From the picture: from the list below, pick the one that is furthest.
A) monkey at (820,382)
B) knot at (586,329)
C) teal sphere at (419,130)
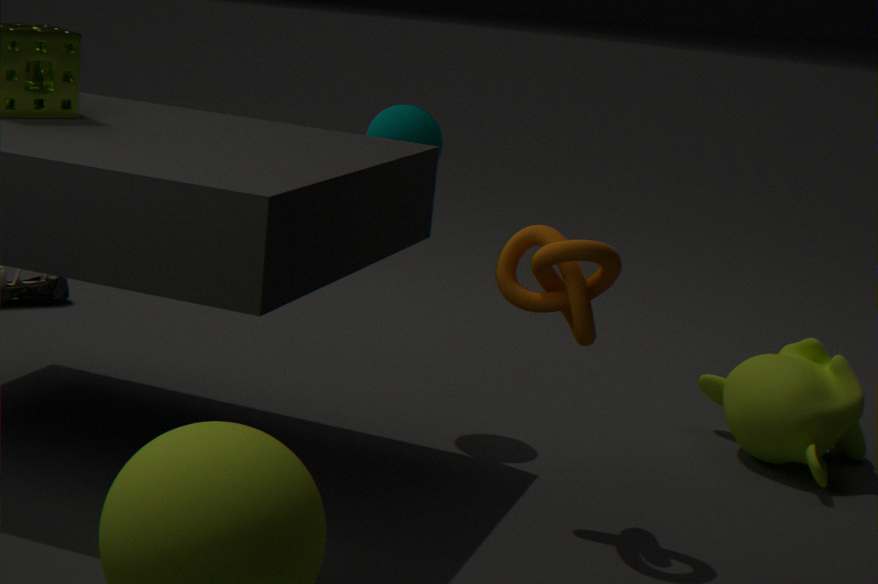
monkey at (820,382)
